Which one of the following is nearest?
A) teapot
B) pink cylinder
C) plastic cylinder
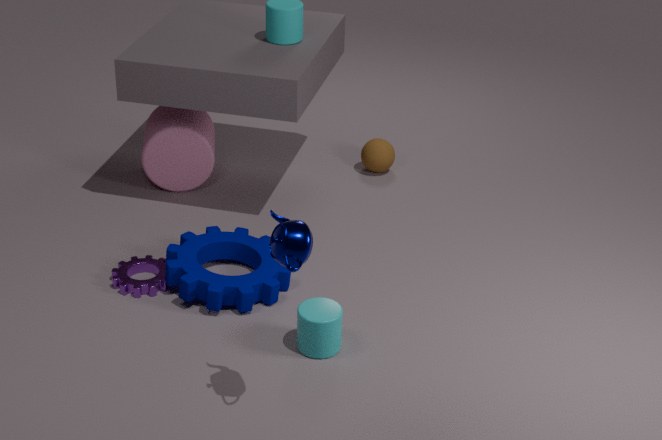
teapot
